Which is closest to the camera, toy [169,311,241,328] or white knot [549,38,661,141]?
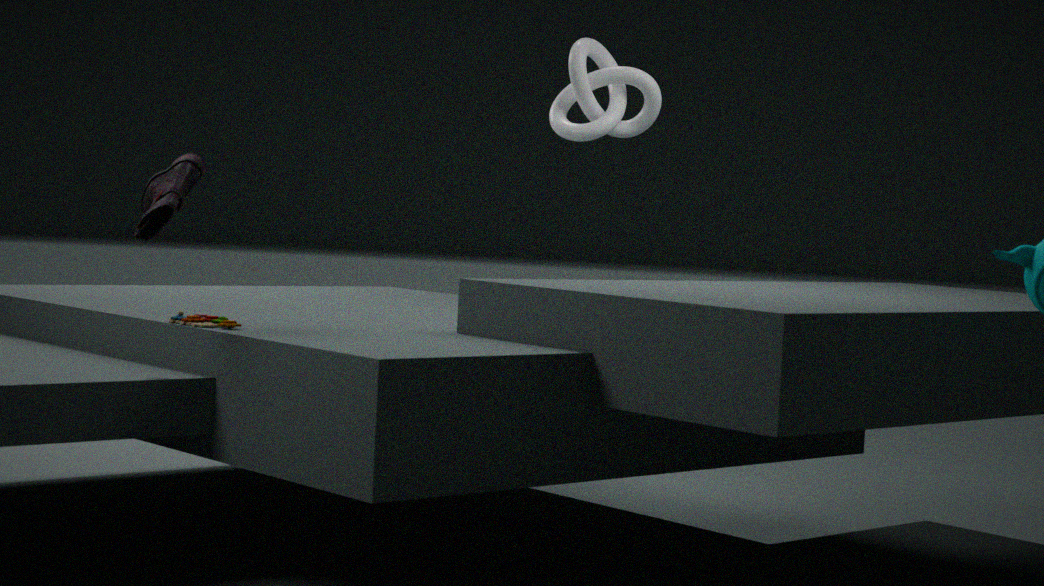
toy [169,311,241,328]
